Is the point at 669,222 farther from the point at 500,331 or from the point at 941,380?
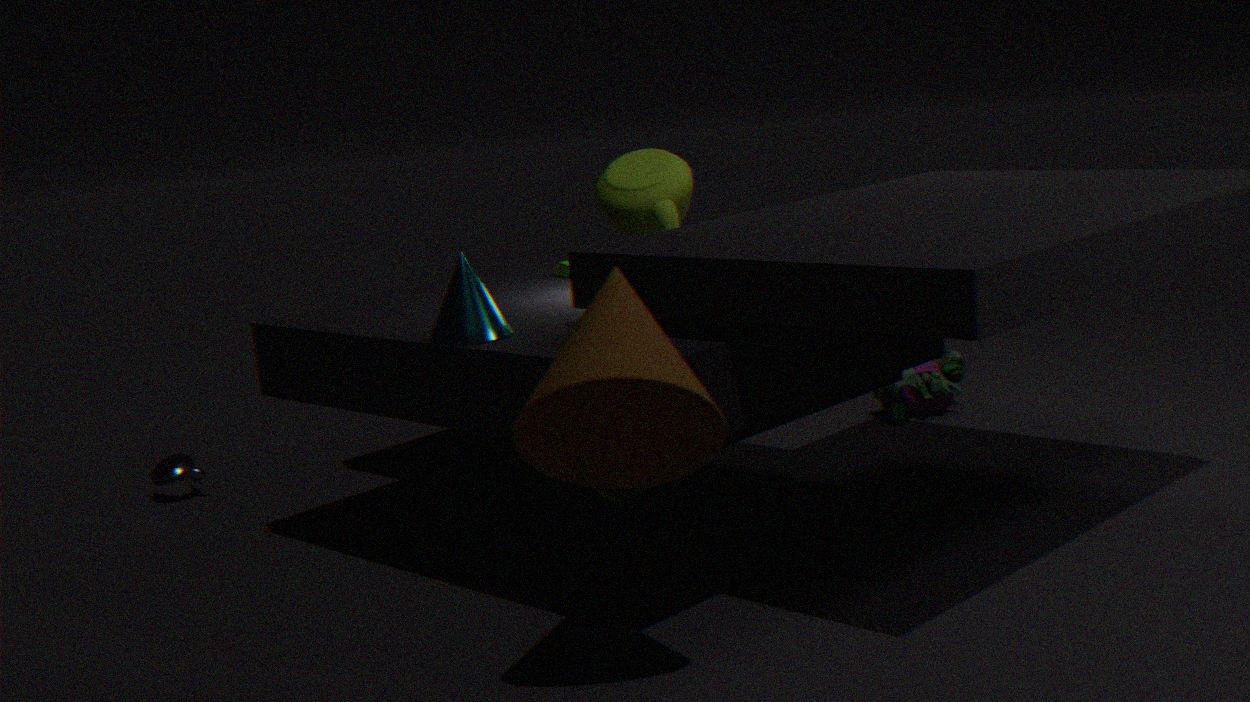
the point at 500,331
